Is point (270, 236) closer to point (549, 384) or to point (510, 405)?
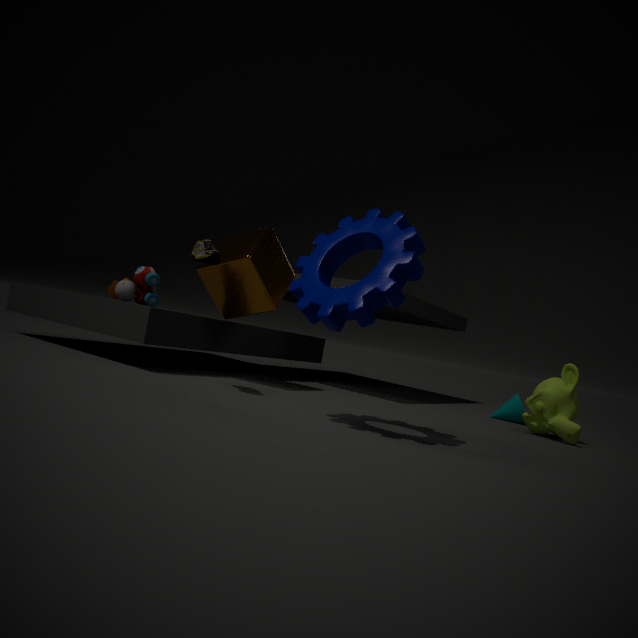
point (549, 384)
